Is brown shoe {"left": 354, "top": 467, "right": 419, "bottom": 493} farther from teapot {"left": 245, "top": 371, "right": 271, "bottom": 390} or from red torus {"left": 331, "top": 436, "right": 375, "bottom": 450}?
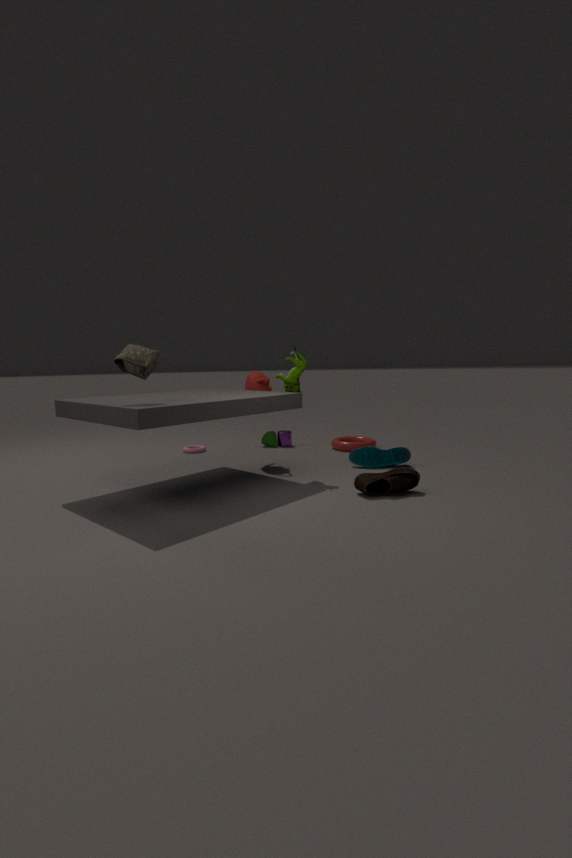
red torus {"left": 331, "top": 436, "right": 375, "bottom": 450}
